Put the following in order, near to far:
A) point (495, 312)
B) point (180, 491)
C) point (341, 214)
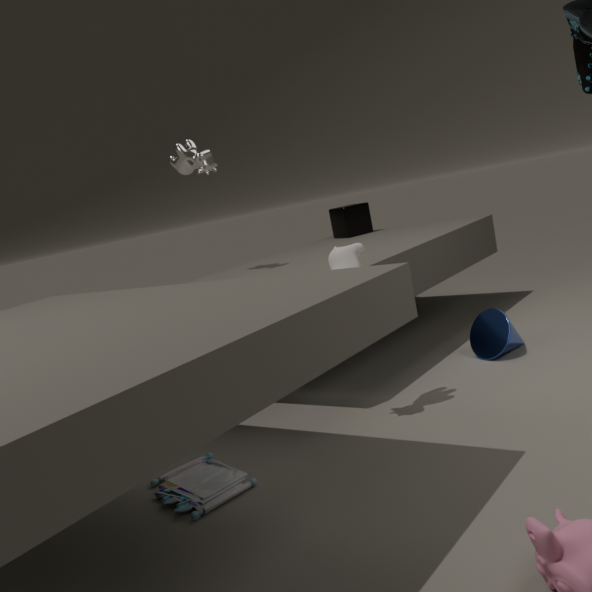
point (180, 491) → point (495, 312) → point (341, 214)
